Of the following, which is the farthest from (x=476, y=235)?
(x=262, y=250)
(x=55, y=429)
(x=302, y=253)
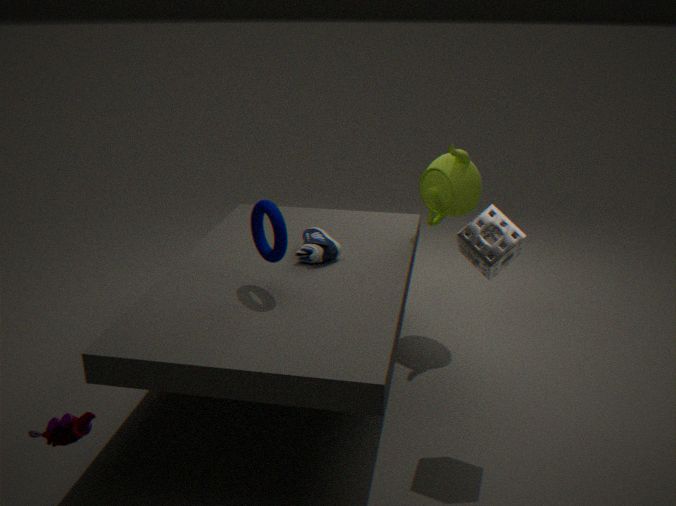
(x=55, y=429)
